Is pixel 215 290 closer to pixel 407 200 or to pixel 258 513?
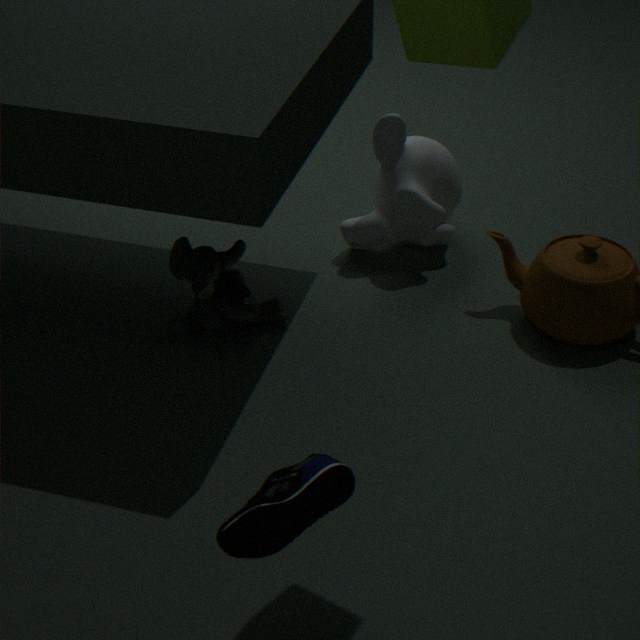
pixel 407 200
